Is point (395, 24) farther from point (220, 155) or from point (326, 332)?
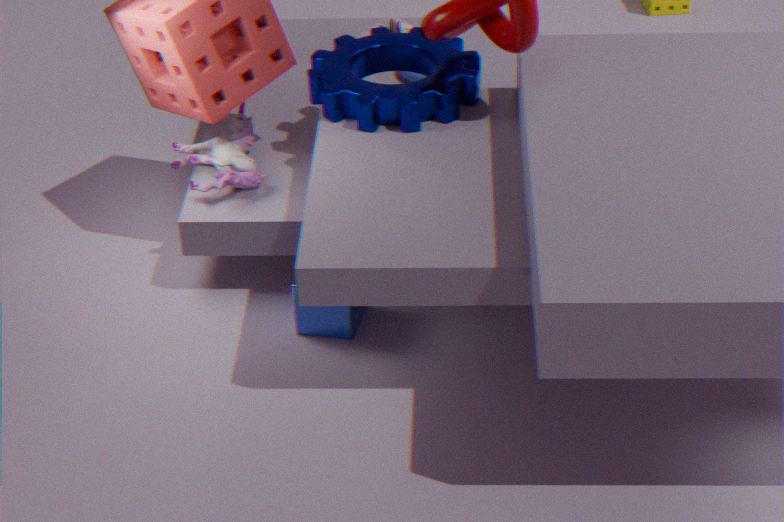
point (326, 332)
